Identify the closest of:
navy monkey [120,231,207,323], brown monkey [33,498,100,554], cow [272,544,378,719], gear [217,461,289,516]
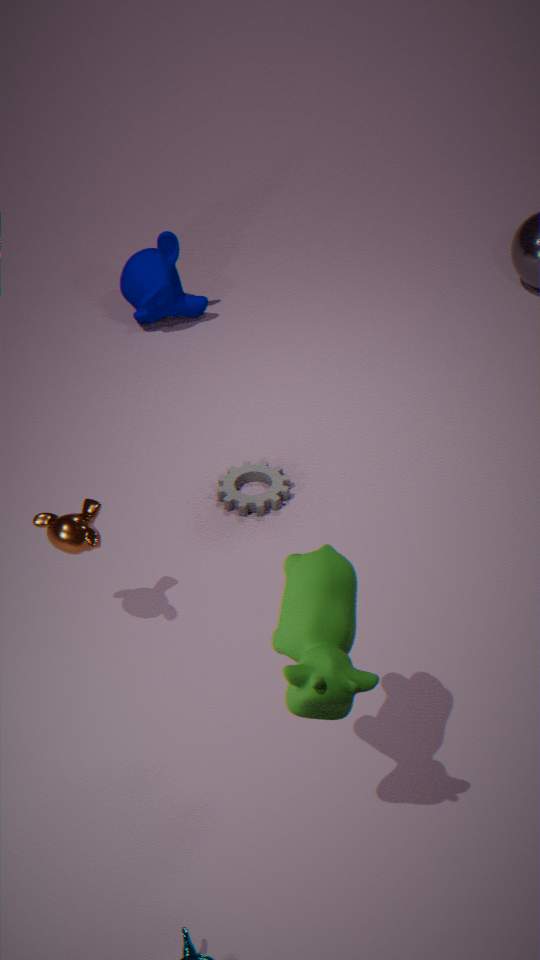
cow [272,544,378,719]
